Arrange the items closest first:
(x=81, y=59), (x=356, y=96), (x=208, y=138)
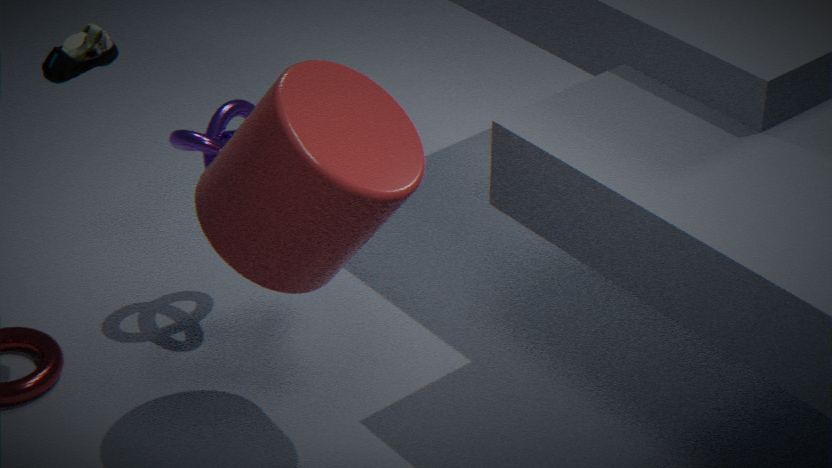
(x=356, y=96) → (x=81, y=59) → (x=208, y=138)
